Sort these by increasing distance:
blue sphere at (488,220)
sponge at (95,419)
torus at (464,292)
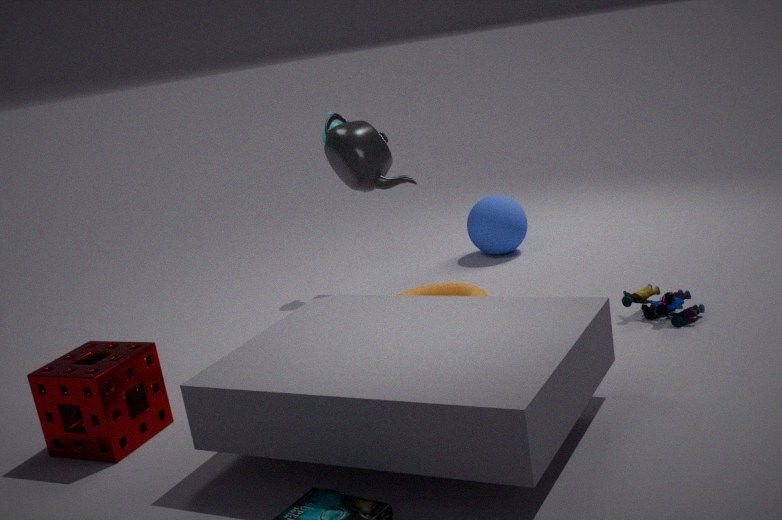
1. sponge at (95,419)
2. torus at (464,292)
3. blue sphere at (488,220)
